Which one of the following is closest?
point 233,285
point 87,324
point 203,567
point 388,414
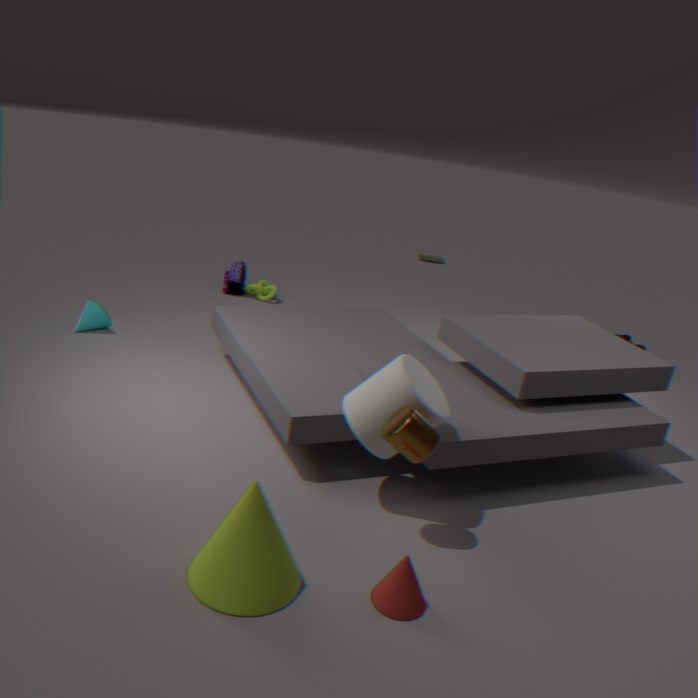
point 203,567
